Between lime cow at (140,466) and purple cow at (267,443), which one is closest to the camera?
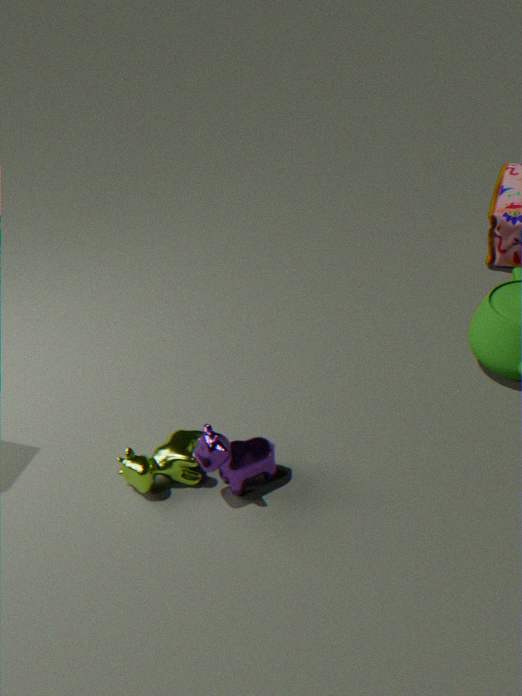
purple cow at (267,443)
